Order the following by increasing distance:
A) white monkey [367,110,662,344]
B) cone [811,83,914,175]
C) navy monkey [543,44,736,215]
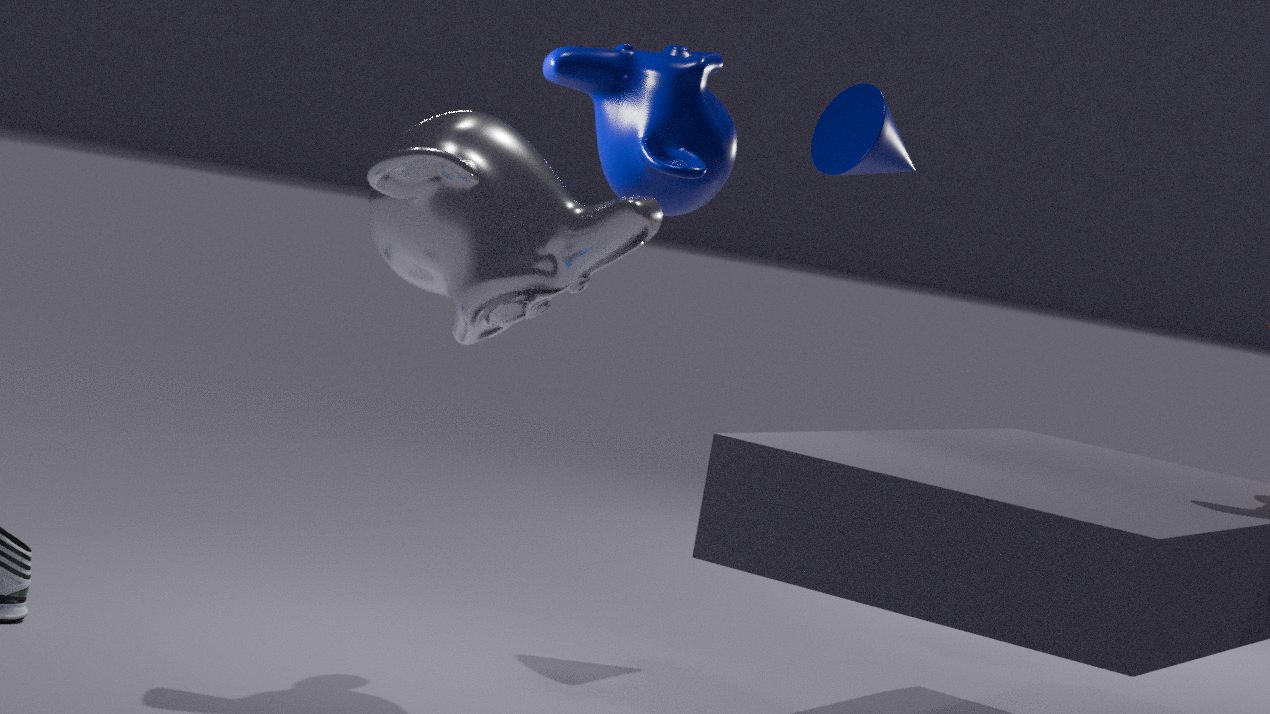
white monkey [367,110,662,344] → navy monkey [543,44,736,215] → cone [811,83,914,175]
